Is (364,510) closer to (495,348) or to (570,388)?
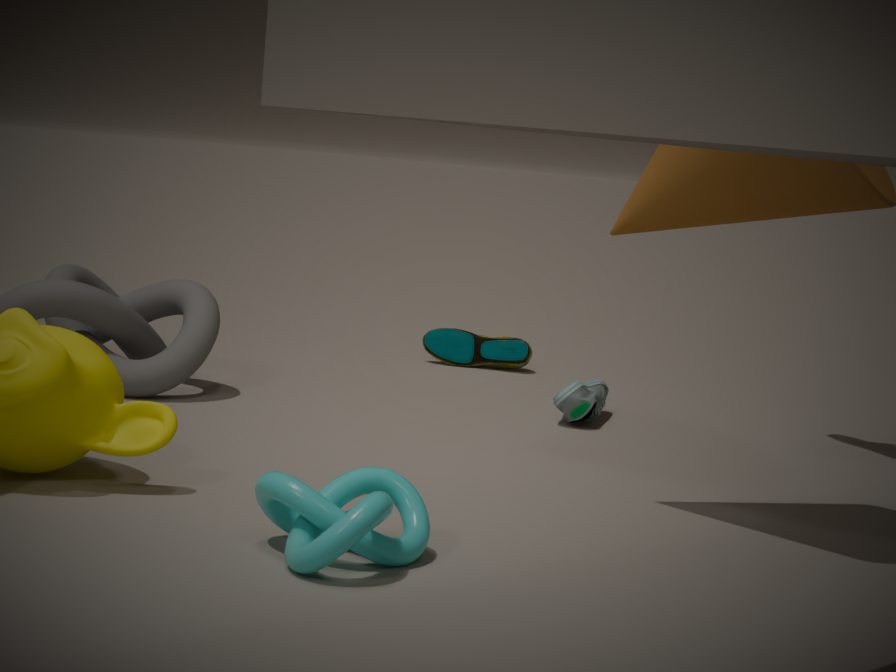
(570,388)
